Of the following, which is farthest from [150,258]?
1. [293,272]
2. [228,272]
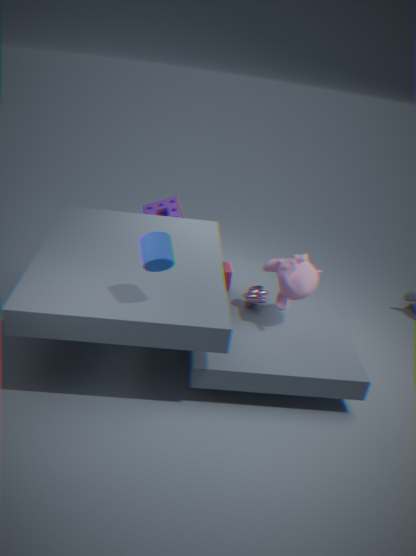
[228,272]
